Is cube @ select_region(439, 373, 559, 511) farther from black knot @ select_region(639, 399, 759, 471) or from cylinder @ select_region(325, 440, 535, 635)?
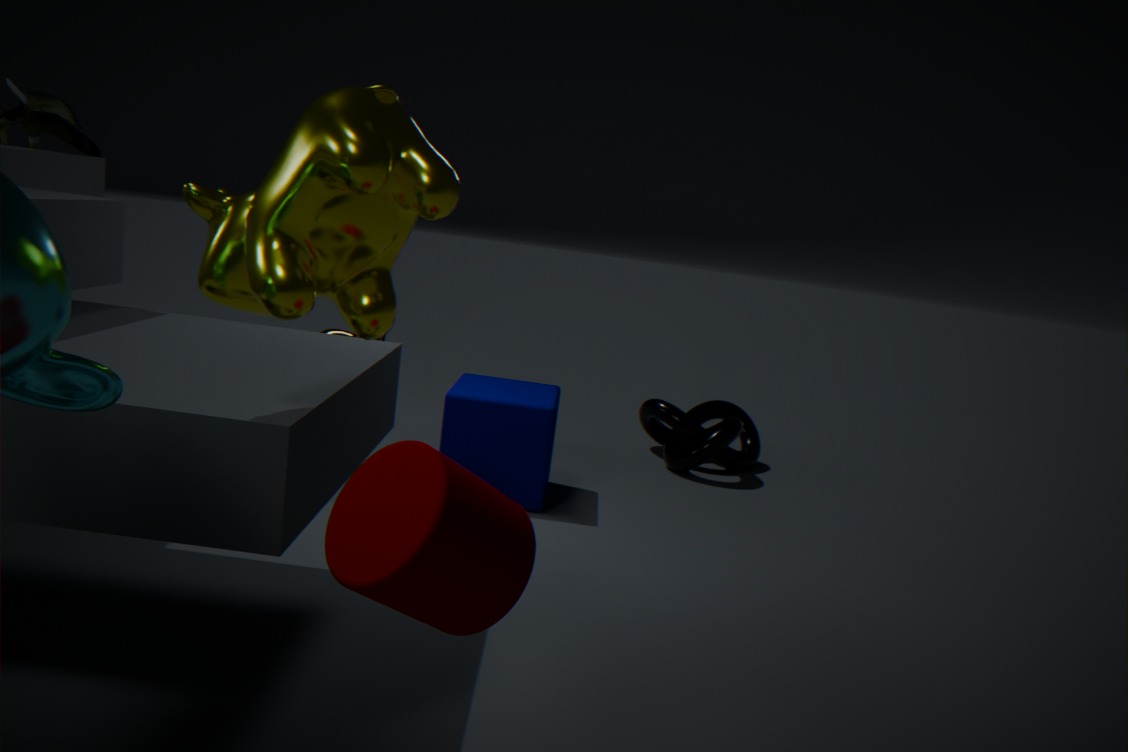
cylinder @ select_region(325, 440, 535, 635)
